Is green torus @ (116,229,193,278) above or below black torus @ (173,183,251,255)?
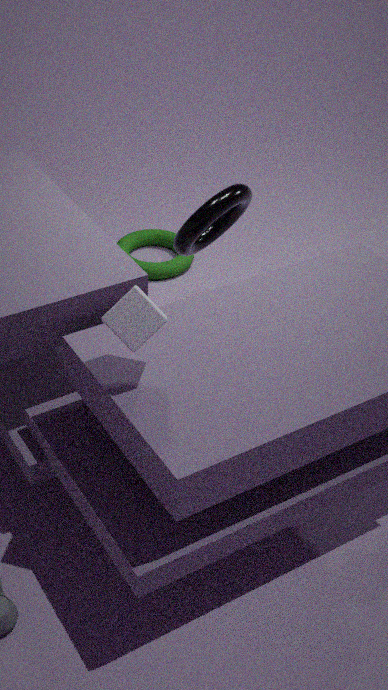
below
